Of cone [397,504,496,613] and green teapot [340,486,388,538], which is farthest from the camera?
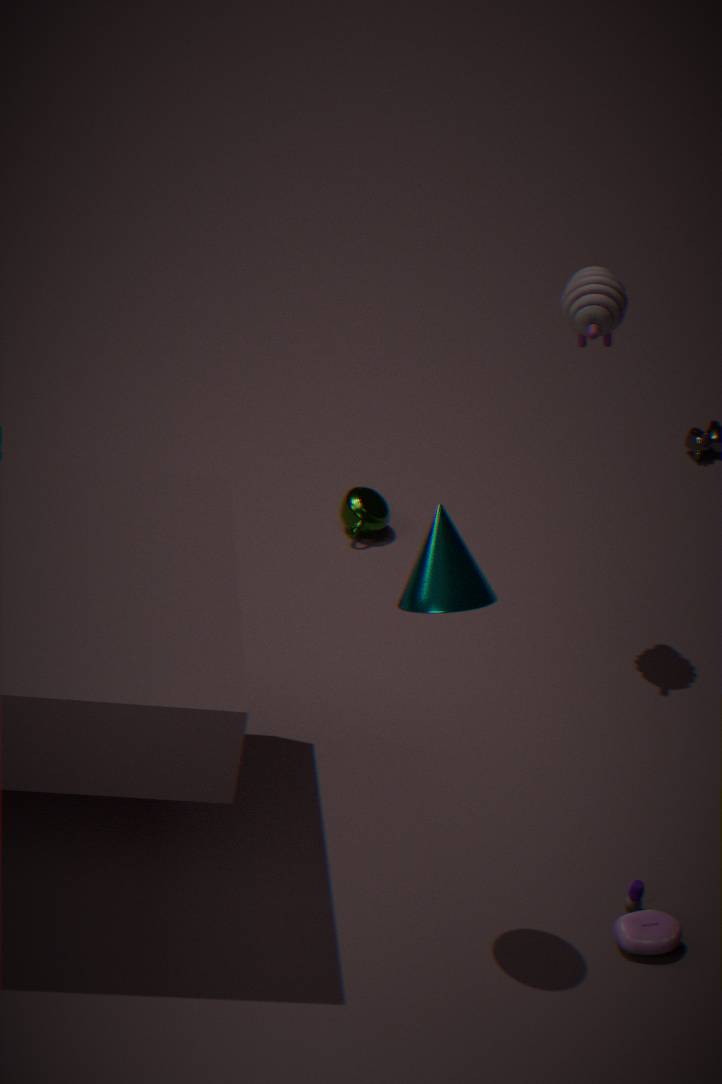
green teapot [340,486,388,538]
